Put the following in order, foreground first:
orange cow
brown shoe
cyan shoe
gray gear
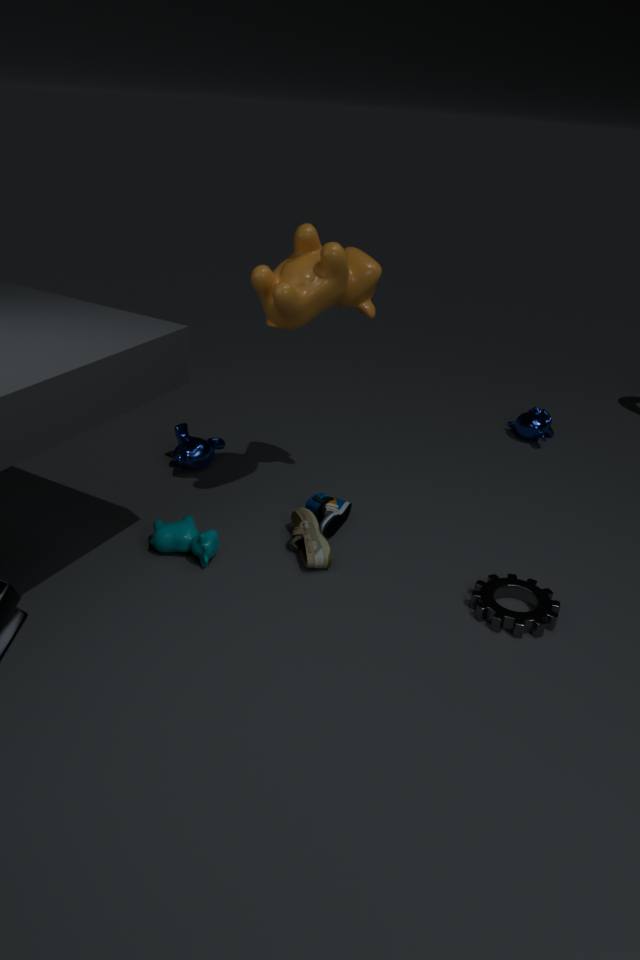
gray gear, orange cow, brown shoe, cyan shoe
